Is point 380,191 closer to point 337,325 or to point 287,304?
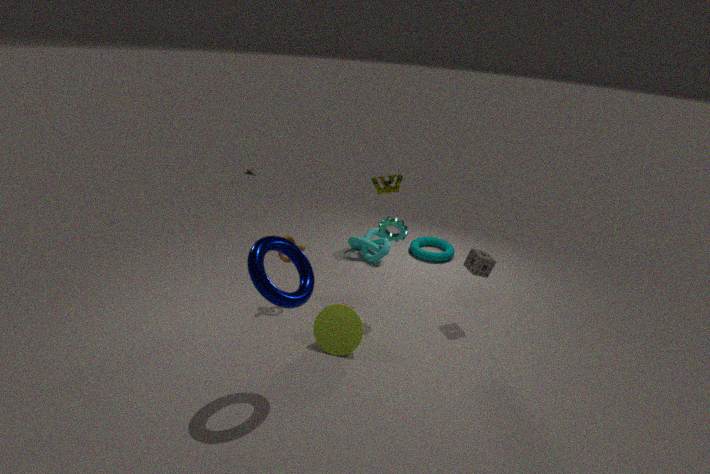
point 337,325
